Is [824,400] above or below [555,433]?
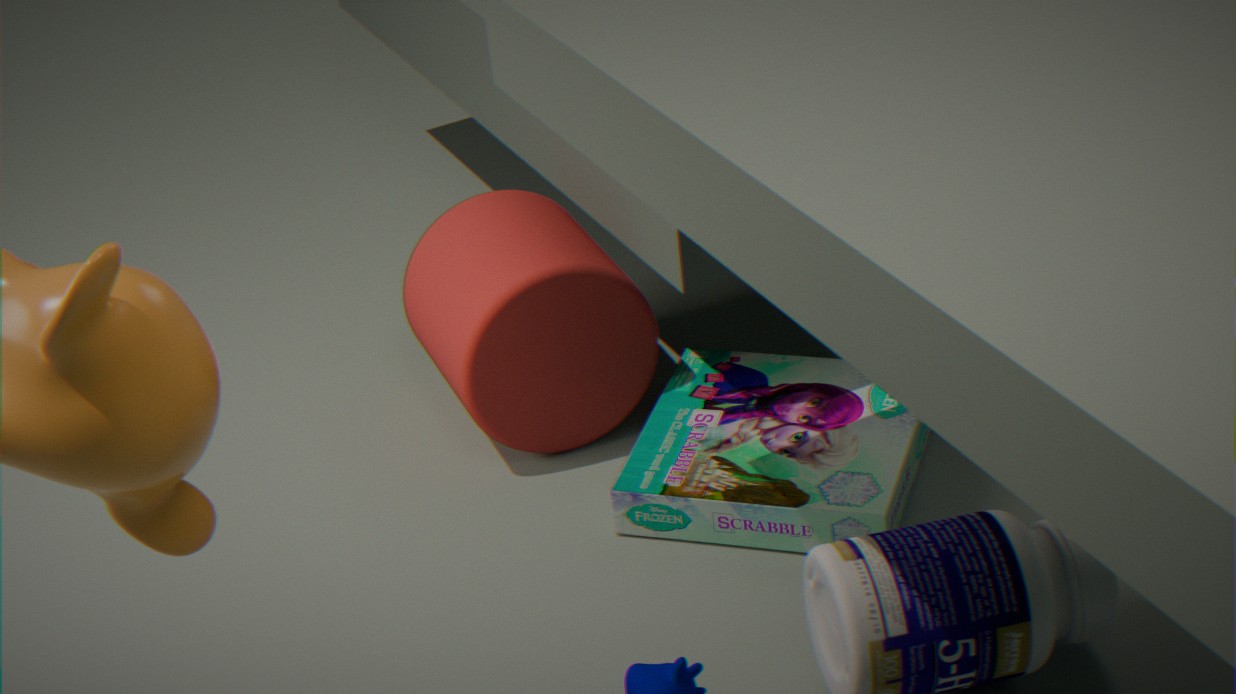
below
